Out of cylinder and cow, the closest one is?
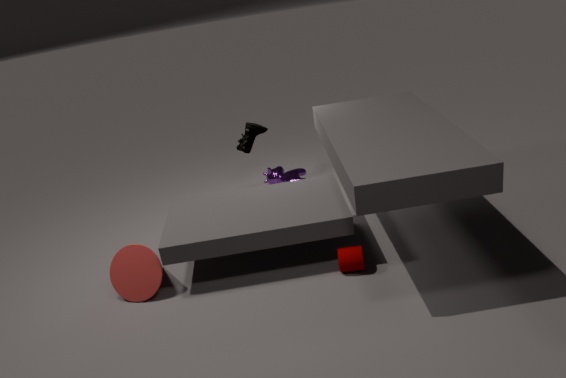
cylinder
